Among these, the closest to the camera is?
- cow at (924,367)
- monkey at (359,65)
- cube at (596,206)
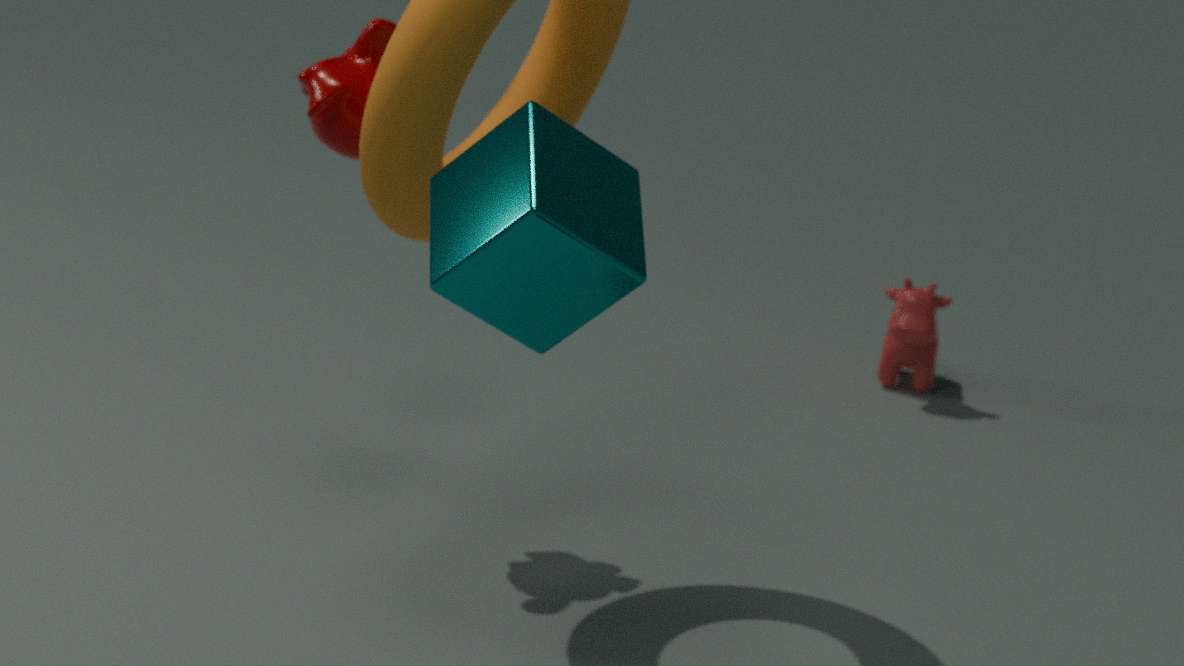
cube at (596,206)
